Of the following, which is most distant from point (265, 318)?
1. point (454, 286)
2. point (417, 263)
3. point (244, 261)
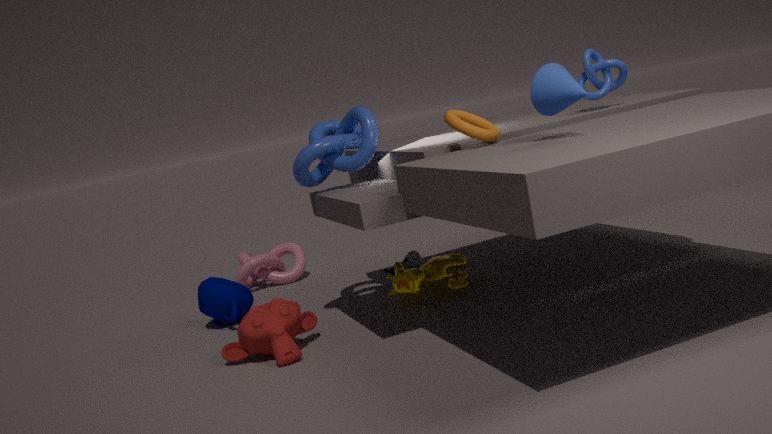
point (244, 261)
